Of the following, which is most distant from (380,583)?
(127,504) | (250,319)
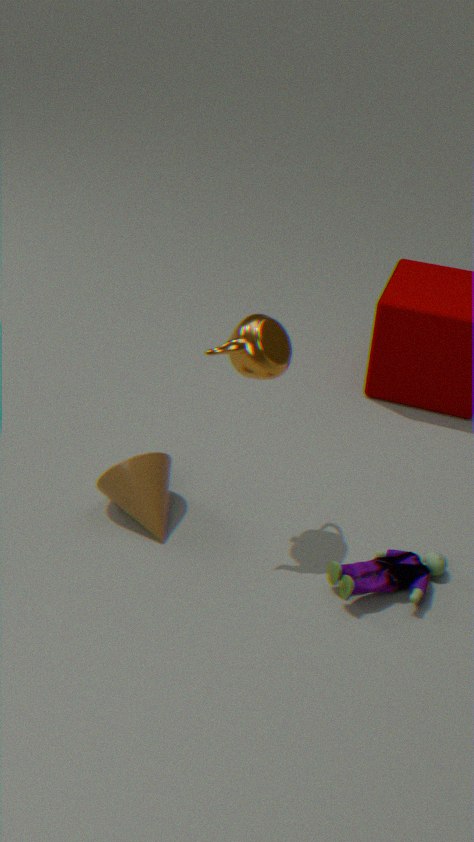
(127,504)
